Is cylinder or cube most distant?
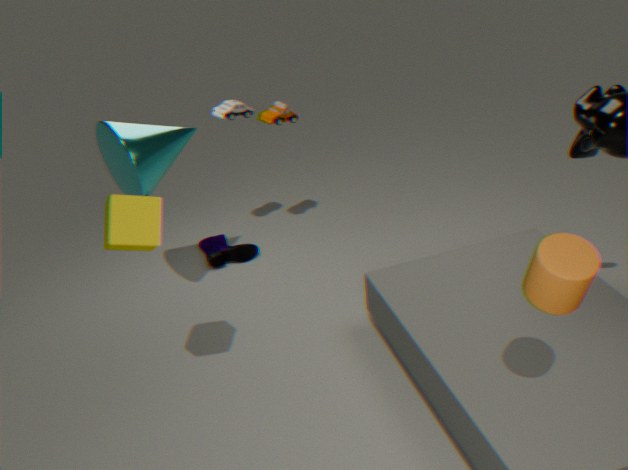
cube
